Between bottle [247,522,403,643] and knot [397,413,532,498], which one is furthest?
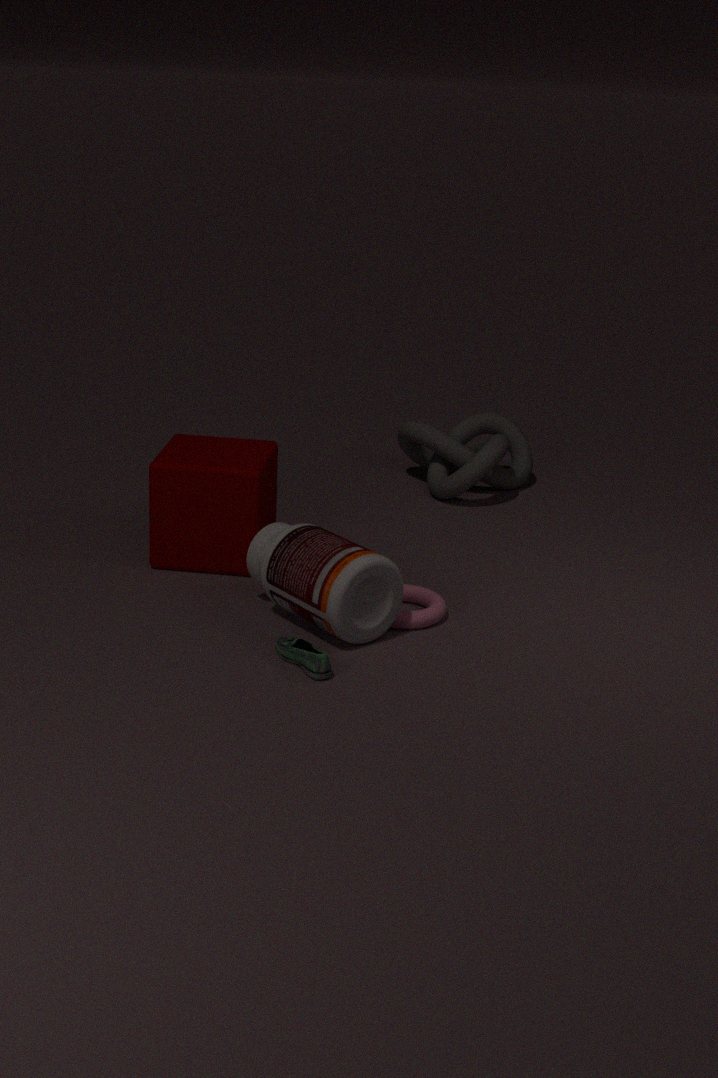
knot [397,413,532,498]
